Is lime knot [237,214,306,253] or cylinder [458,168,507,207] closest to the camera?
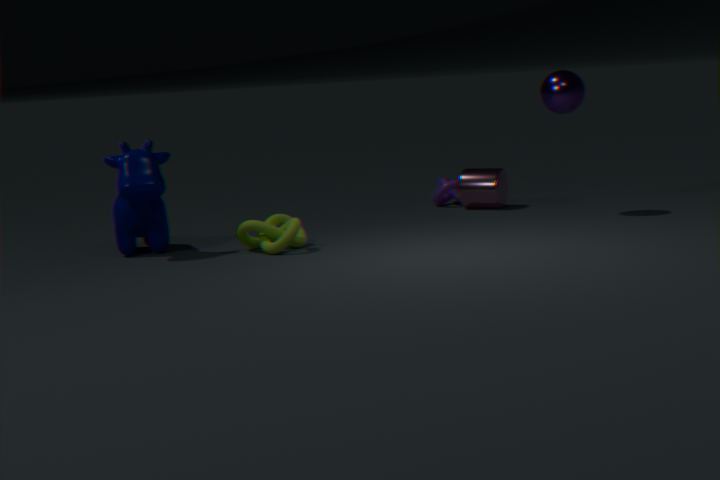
lime knot [237,214,306,253]
